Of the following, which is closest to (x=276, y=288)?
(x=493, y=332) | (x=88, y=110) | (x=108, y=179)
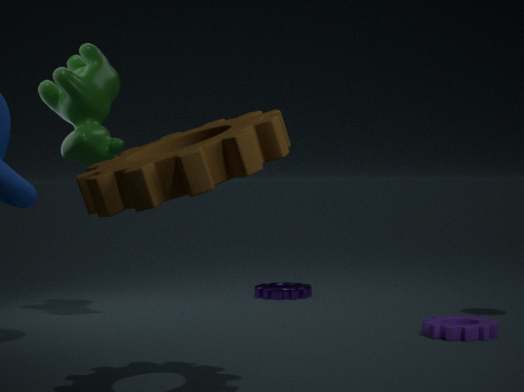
(x=493, y=332)
